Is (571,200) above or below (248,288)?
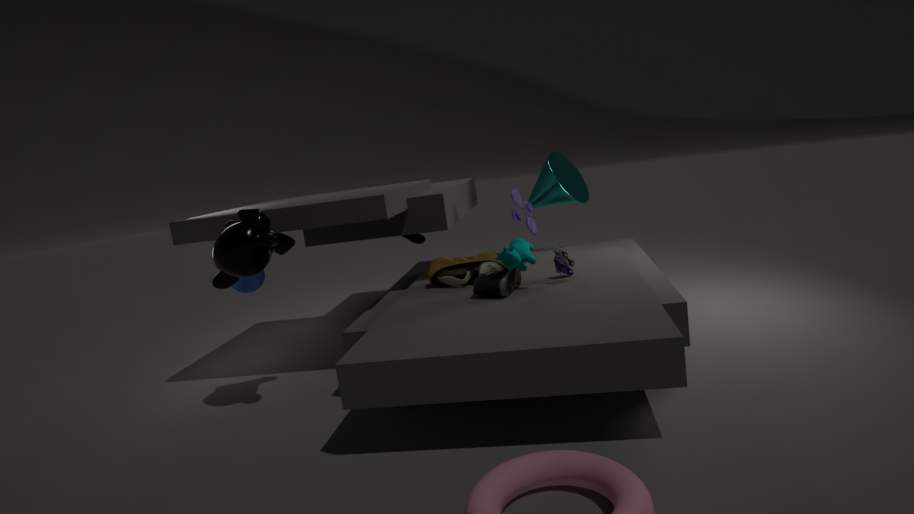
above
